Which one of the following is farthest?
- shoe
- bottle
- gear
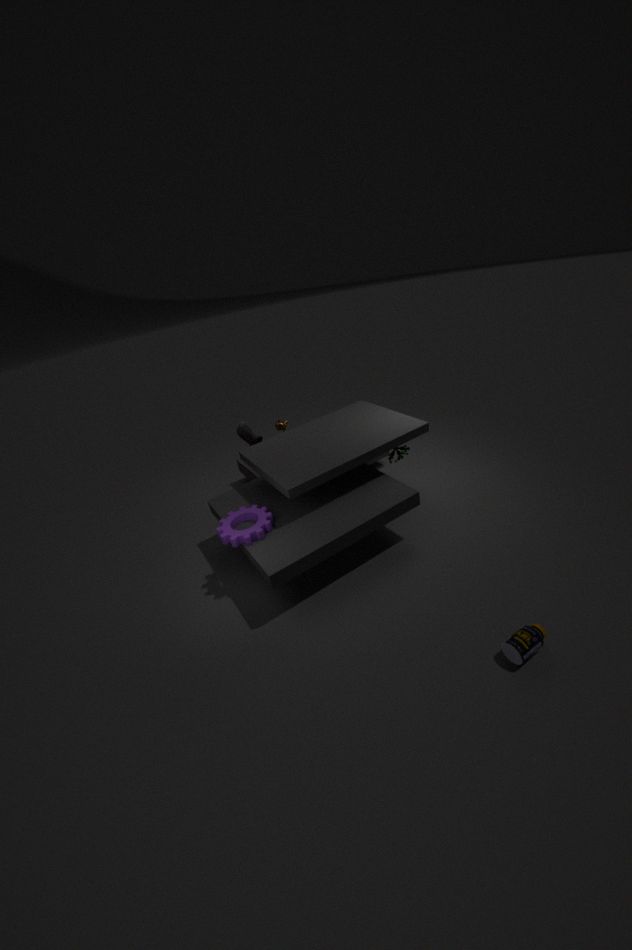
shoe
